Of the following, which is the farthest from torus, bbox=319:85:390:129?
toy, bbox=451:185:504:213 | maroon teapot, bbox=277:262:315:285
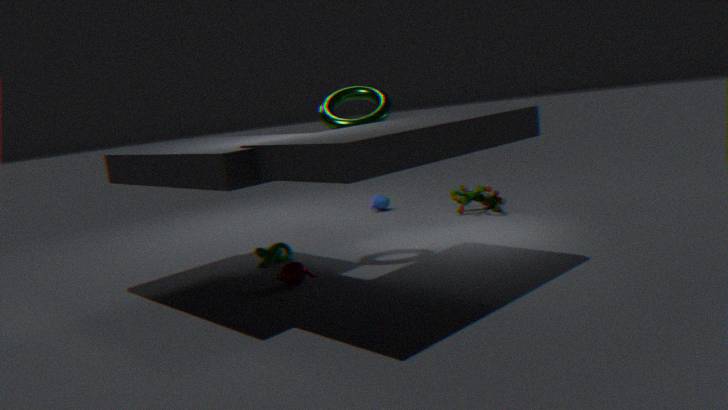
toy, bbox=451:185:504:213
